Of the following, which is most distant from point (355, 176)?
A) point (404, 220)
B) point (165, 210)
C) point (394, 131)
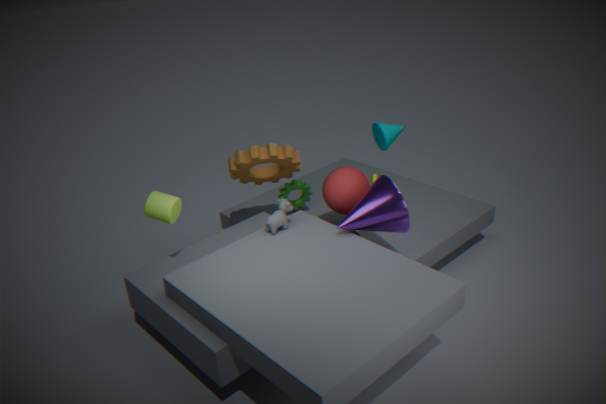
point (165, 210)
